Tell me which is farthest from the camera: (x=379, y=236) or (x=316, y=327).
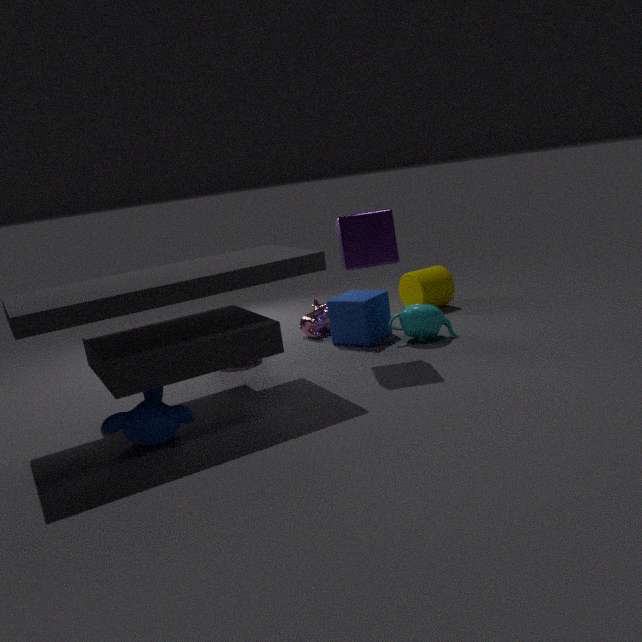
(x=316, y=327)
